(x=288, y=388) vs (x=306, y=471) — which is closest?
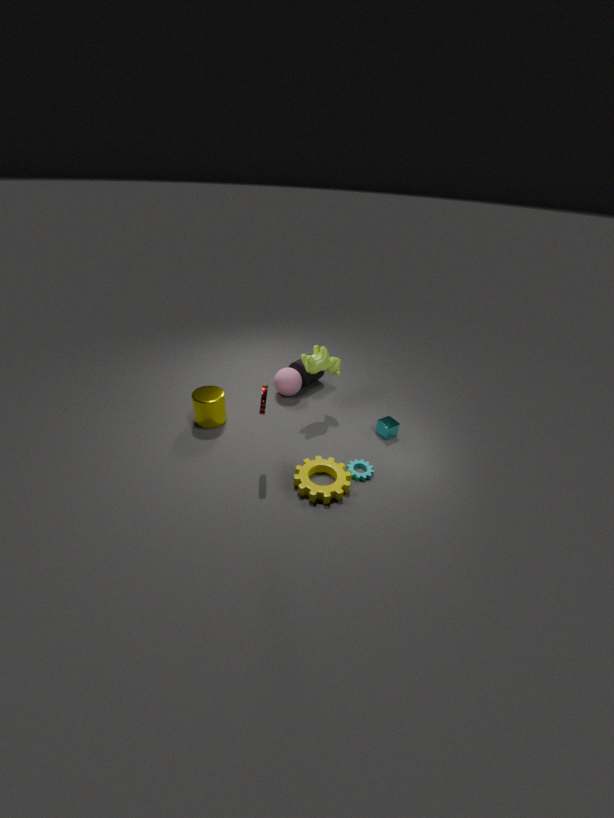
(x=306, y=471)
